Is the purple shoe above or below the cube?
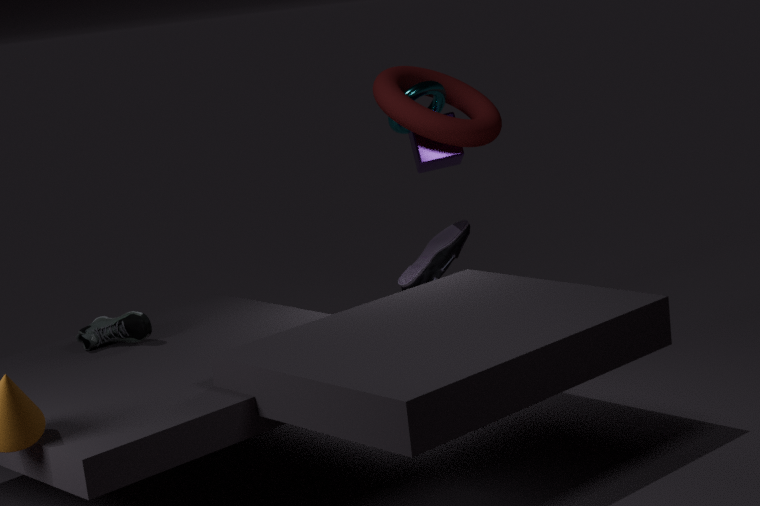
below
